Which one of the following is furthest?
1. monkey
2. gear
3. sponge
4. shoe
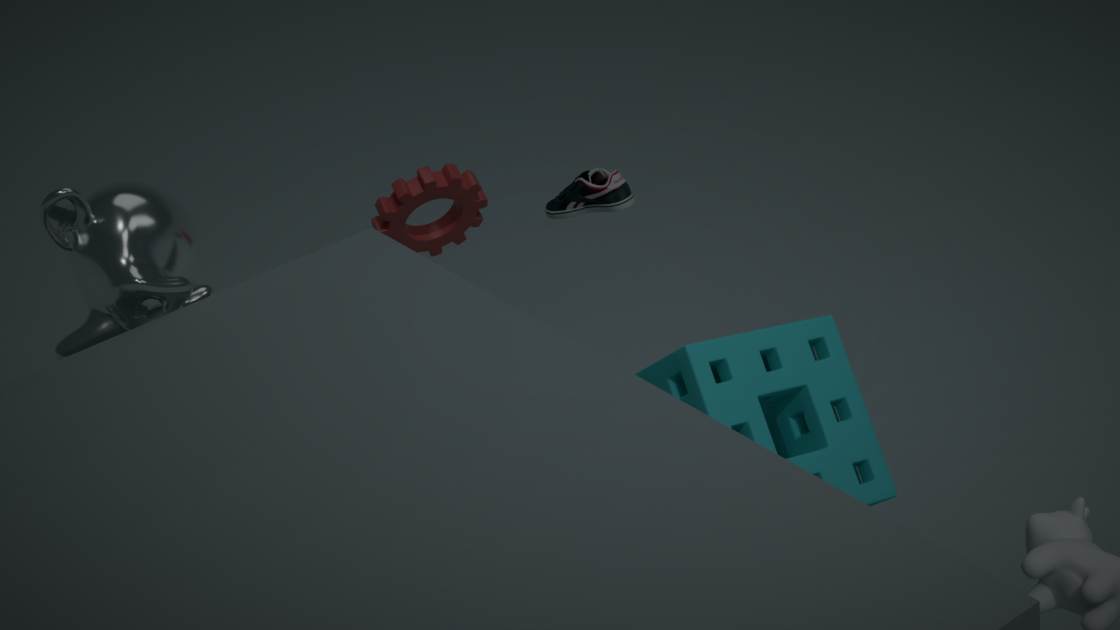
gear
